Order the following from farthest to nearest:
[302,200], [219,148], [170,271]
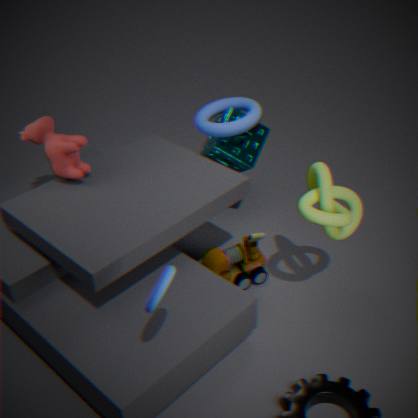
[219,148], [302,200], [170,271]
